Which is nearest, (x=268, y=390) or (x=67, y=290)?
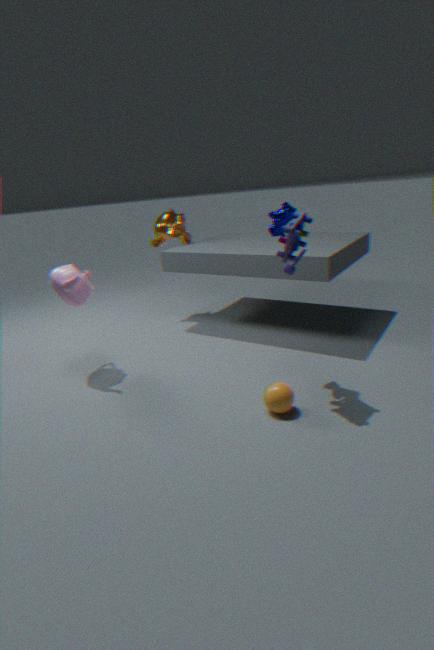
(x=268, y=390)
